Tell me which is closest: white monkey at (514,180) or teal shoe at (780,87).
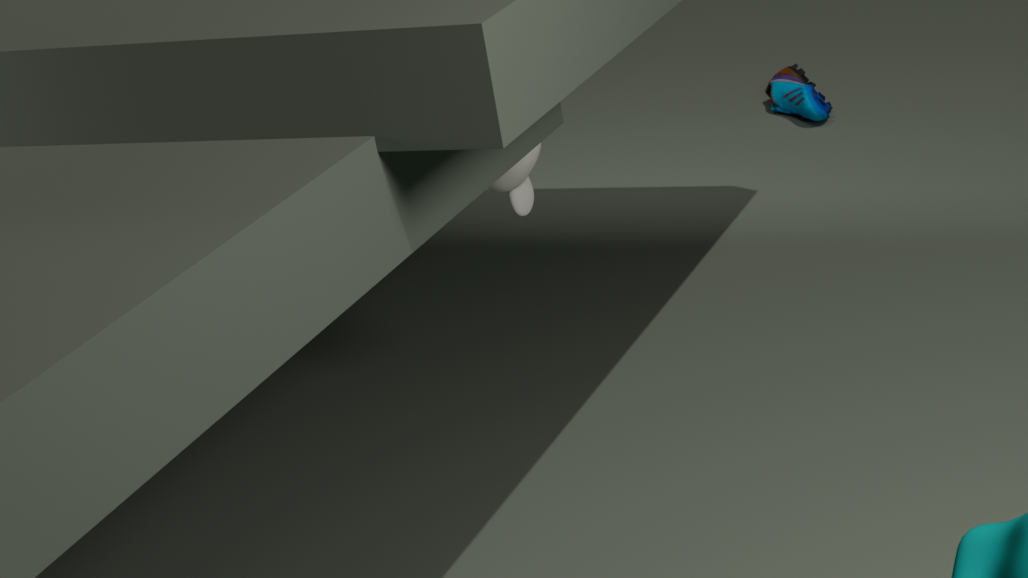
white monkey at (514,180)
